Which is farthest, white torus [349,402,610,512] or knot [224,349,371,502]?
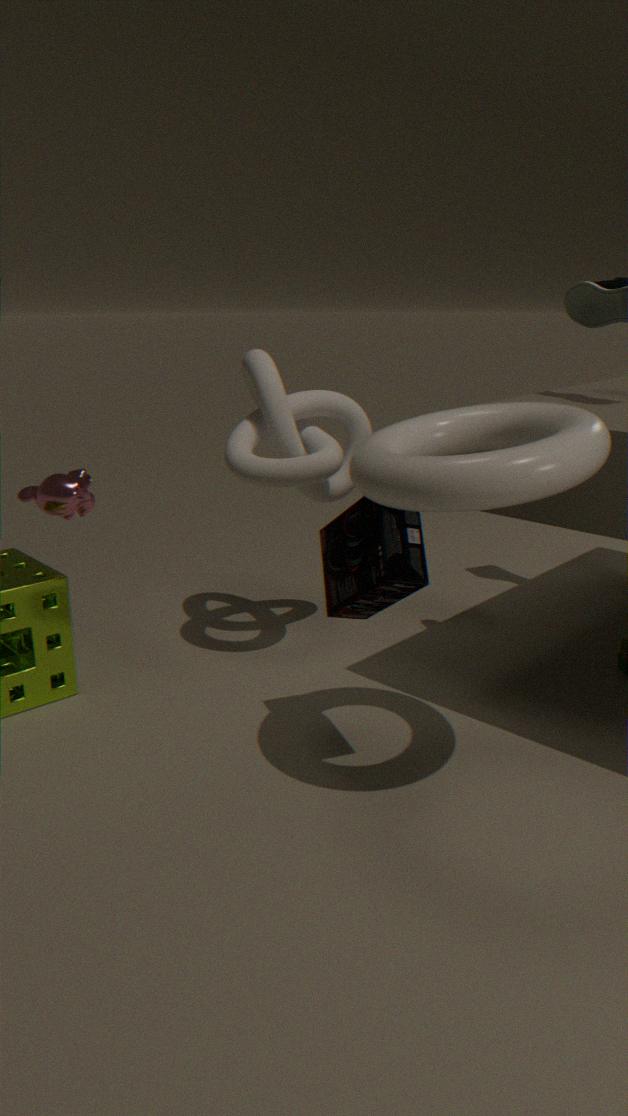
knot [224,349,371,502]
